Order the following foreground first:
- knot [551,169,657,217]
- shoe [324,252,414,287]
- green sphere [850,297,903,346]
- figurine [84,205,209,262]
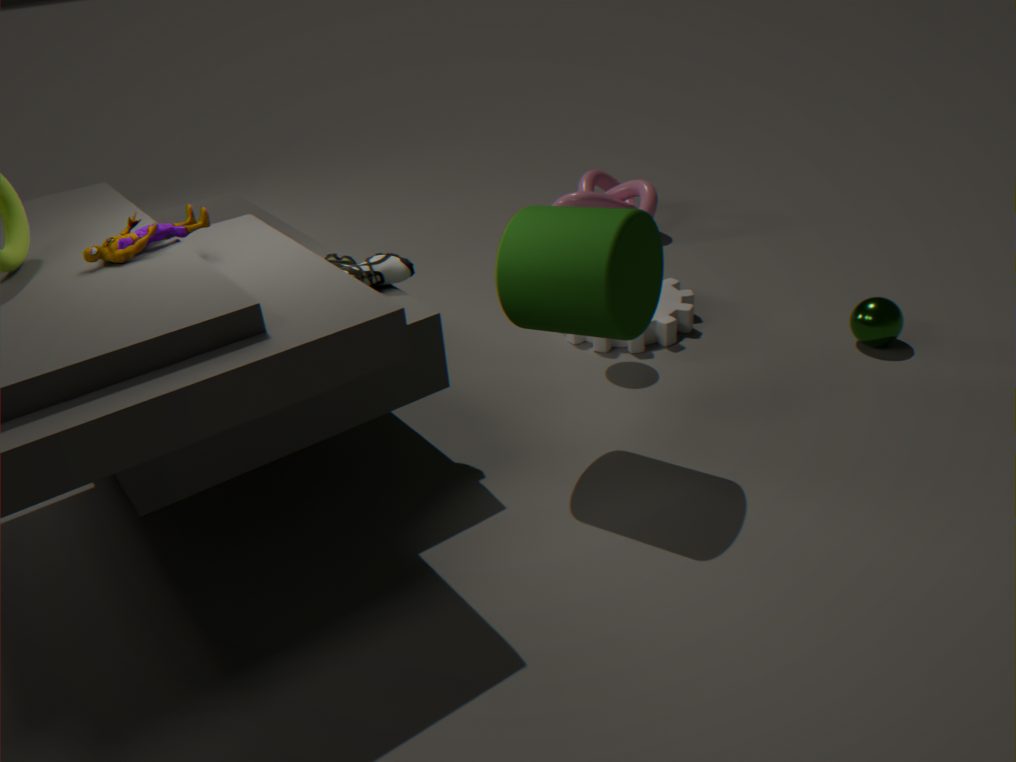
figurine [84,205,209,262] → shoe [324,252,414,287] → green sphere [850,297,903,346] → knot [551,169,657,217]
